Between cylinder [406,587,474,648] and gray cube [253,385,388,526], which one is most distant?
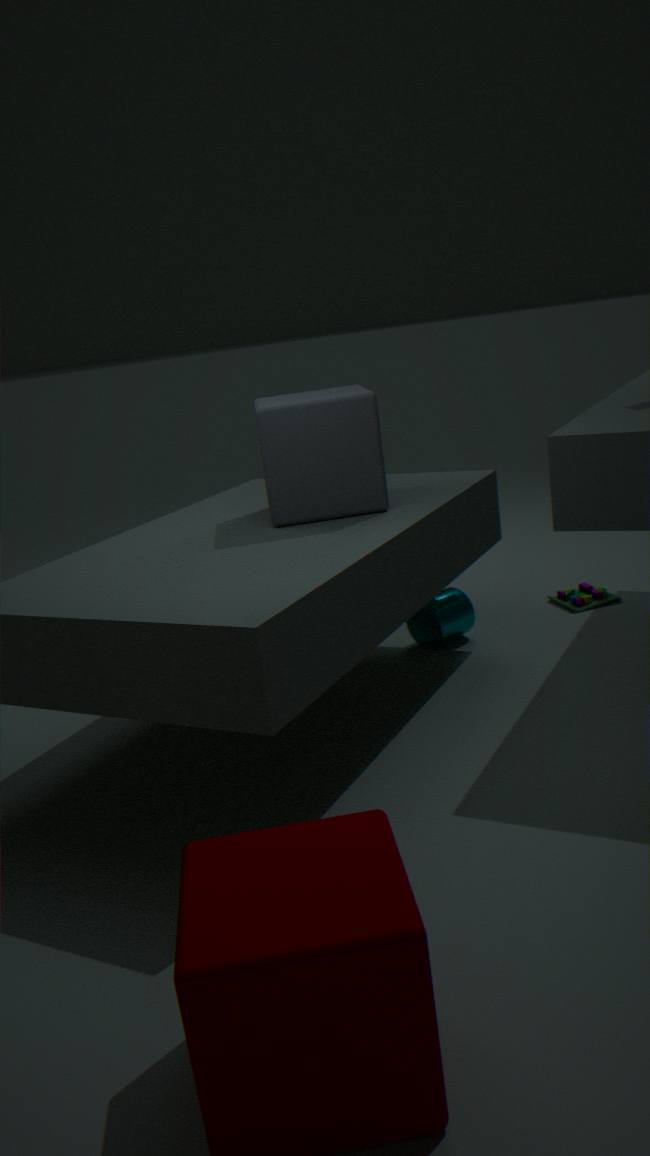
cylinder [406,587,474,648]
